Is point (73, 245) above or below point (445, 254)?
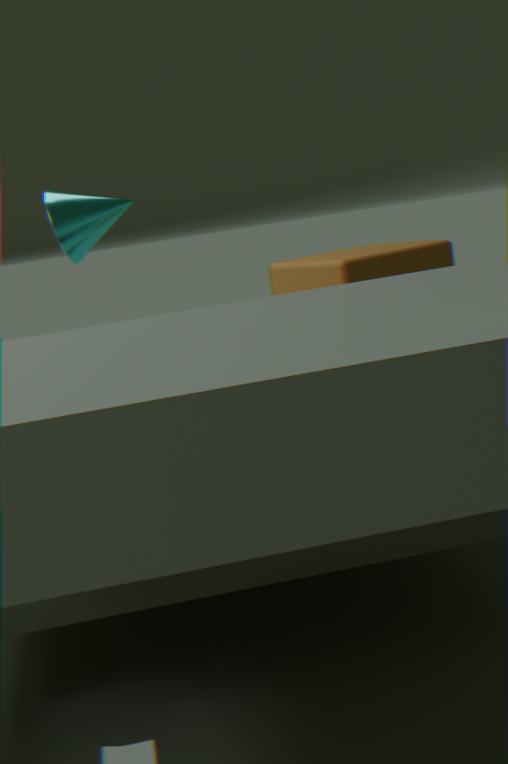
above
